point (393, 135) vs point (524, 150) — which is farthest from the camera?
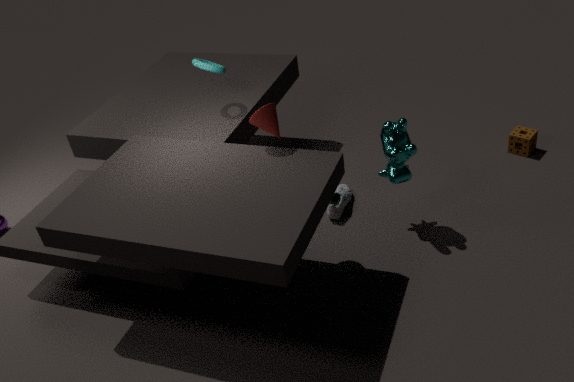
point (524, 150)
